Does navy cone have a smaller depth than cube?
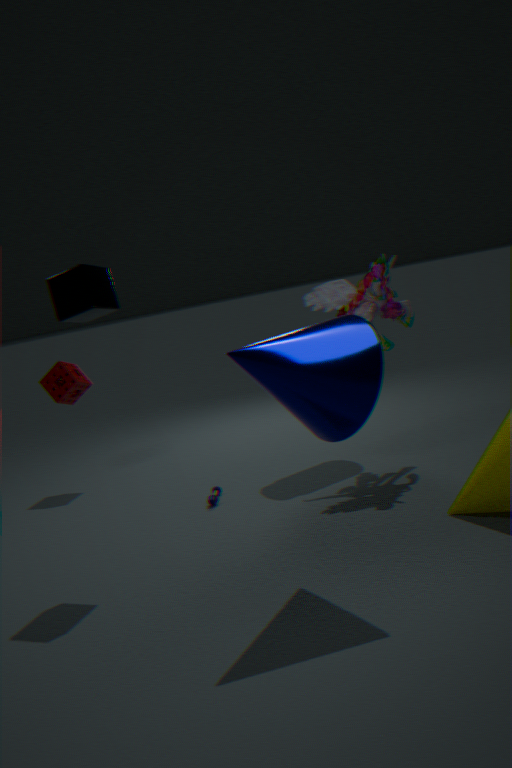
Yes
